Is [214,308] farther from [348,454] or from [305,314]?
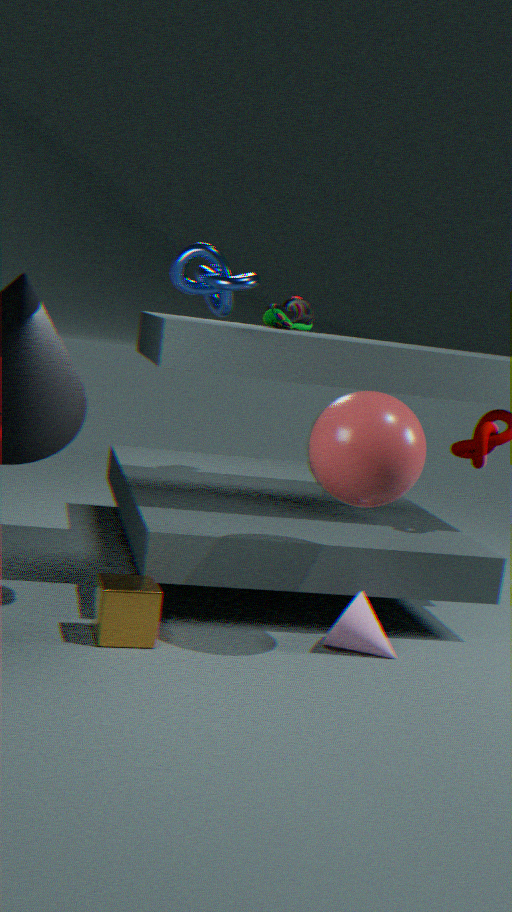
[305,314]
